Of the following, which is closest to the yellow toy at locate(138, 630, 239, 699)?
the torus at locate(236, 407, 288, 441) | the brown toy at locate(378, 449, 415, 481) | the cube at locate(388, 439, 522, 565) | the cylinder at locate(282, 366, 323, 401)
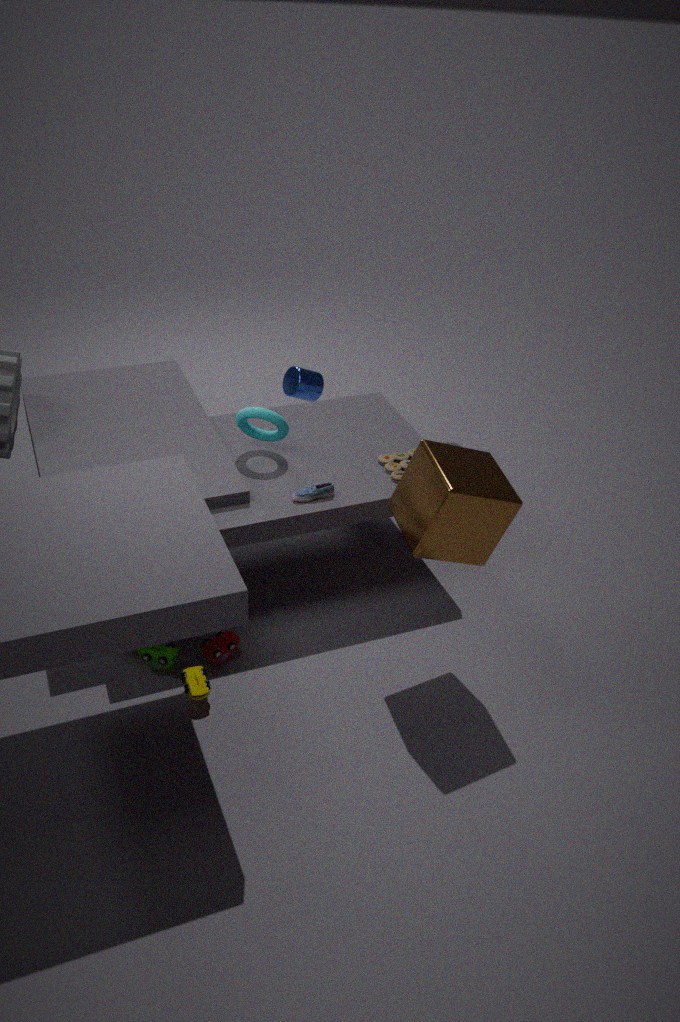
the cube at locate(388, 439, 522, 565)
